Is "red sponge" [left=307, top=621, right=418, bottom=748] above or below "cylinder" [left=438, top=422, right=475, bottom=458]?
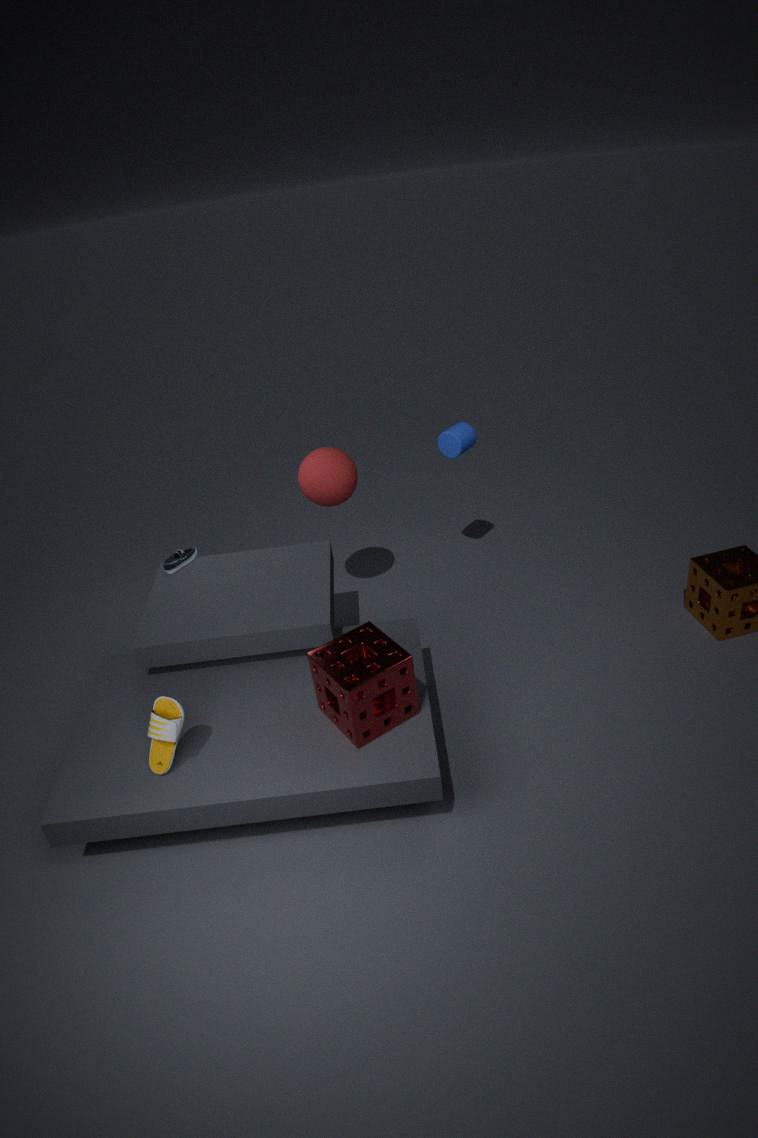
below
